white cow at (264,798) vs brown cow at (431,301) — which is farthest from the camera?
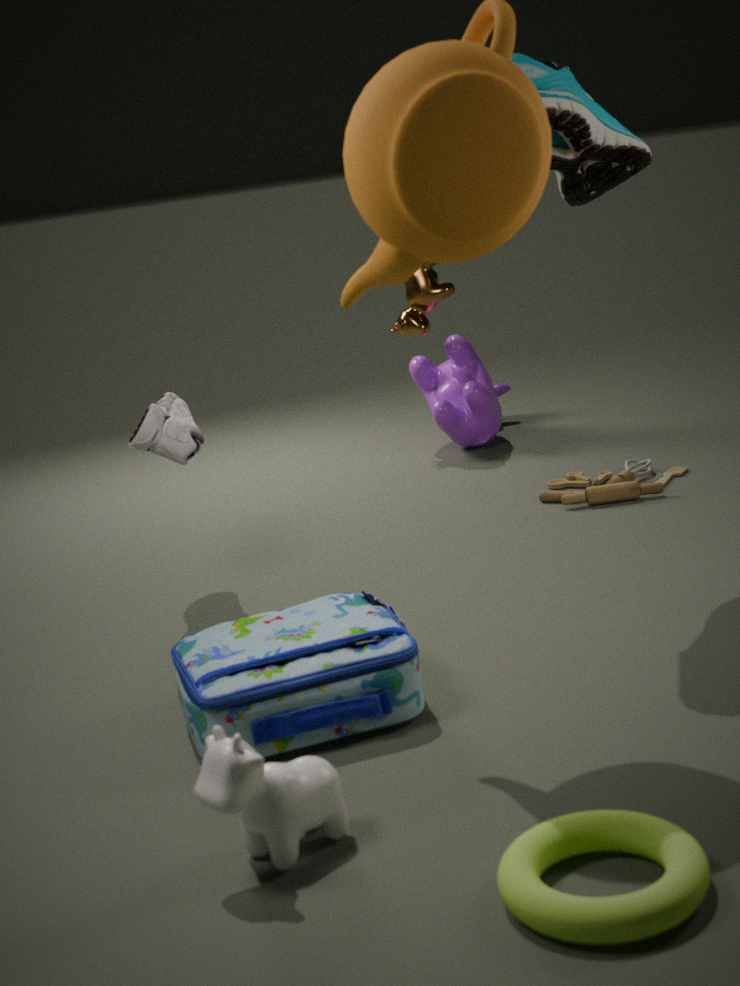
brown cow at (431,301)
